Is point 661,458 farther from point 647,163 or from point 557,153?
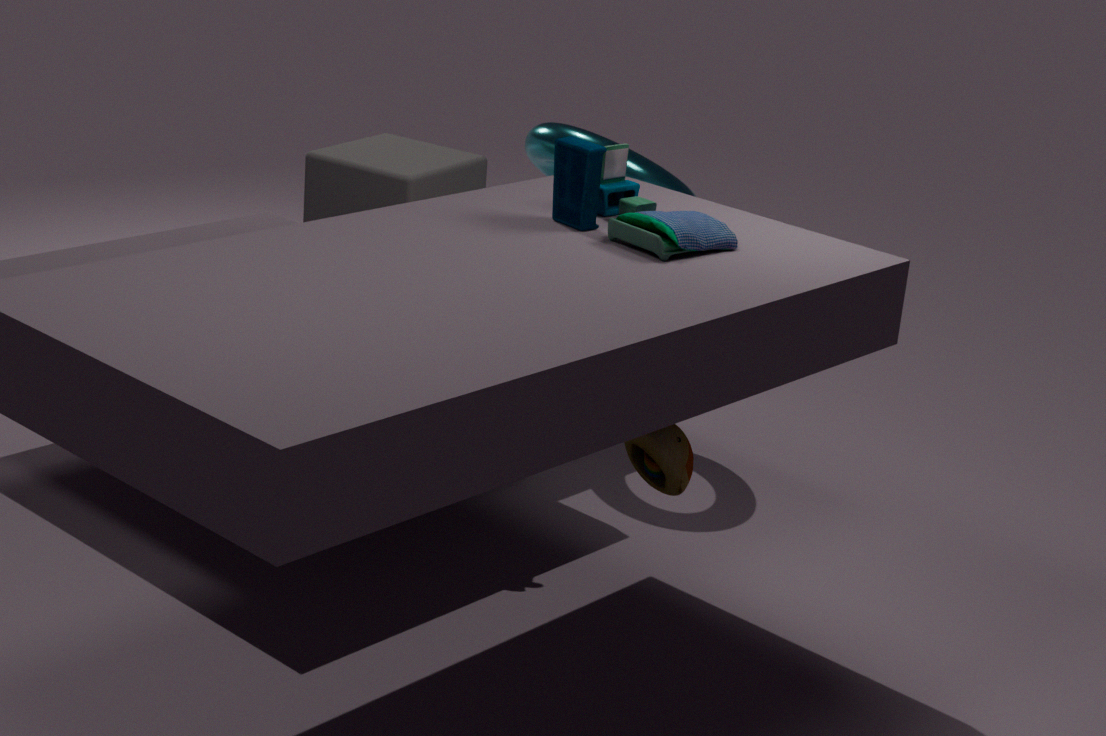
point 647,163
